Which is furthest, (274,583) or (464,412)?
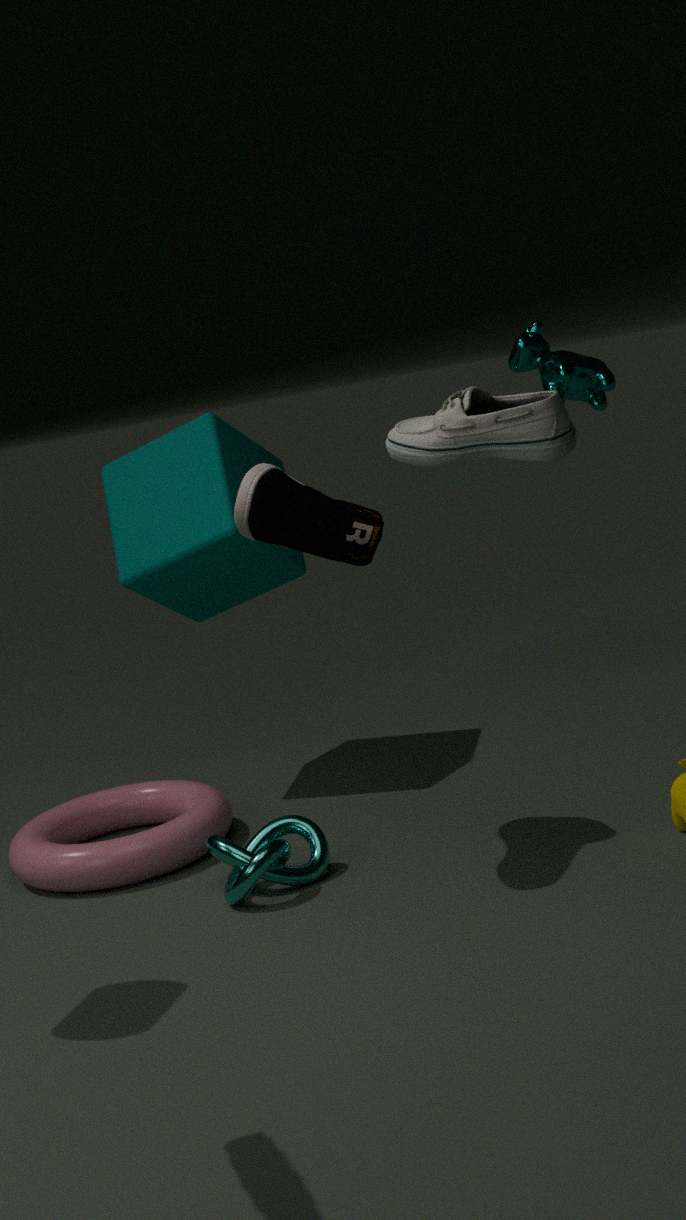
(274,583)
